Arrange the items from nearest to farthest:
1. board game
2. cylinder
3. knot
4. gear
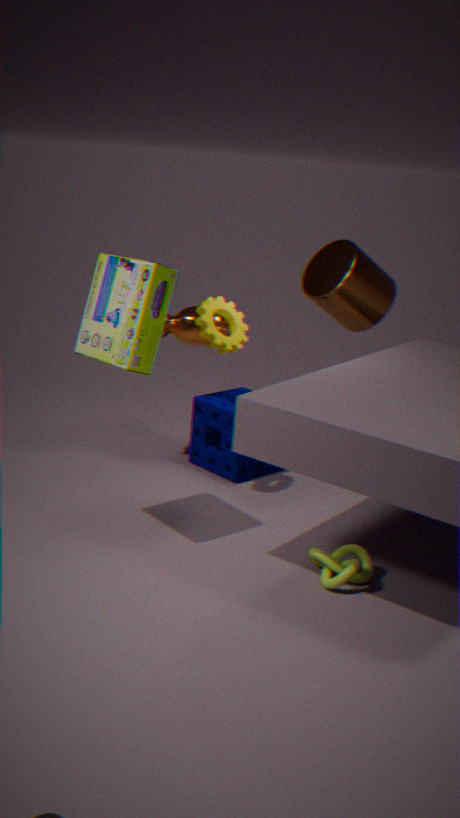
board game < knot < gear < cylinder
